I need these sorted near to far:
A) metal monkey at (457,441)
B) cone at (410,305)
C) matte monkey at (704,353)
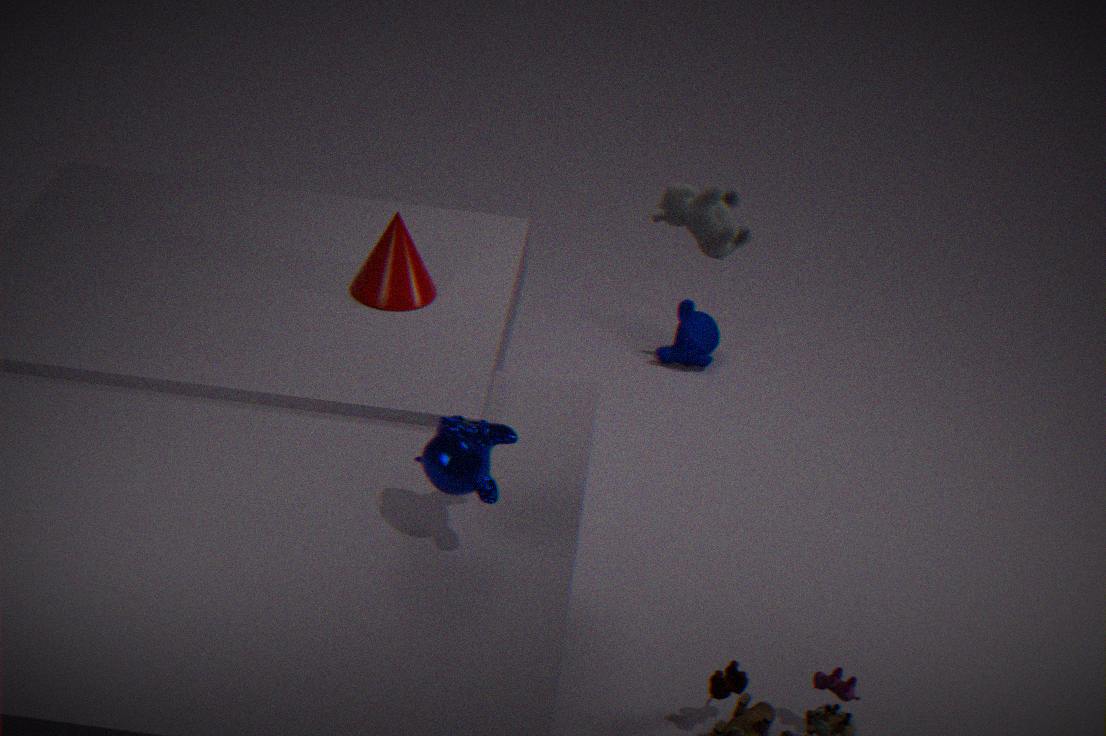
metal monkey at (457,441) → cone at (410,305) → matte monkey at (704,353)
